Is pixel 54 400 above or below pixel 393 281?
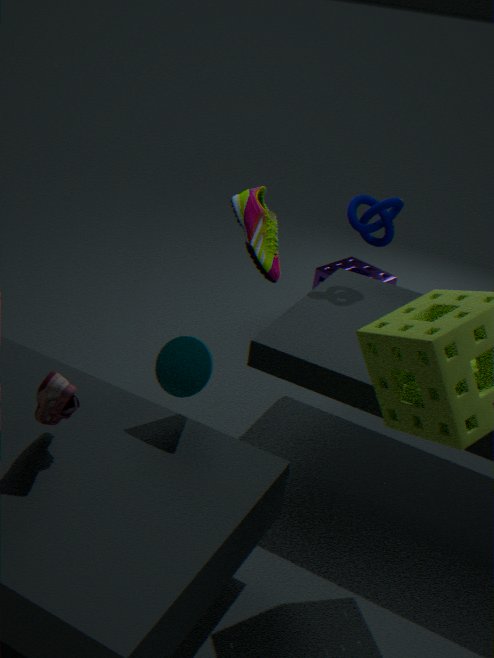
above
